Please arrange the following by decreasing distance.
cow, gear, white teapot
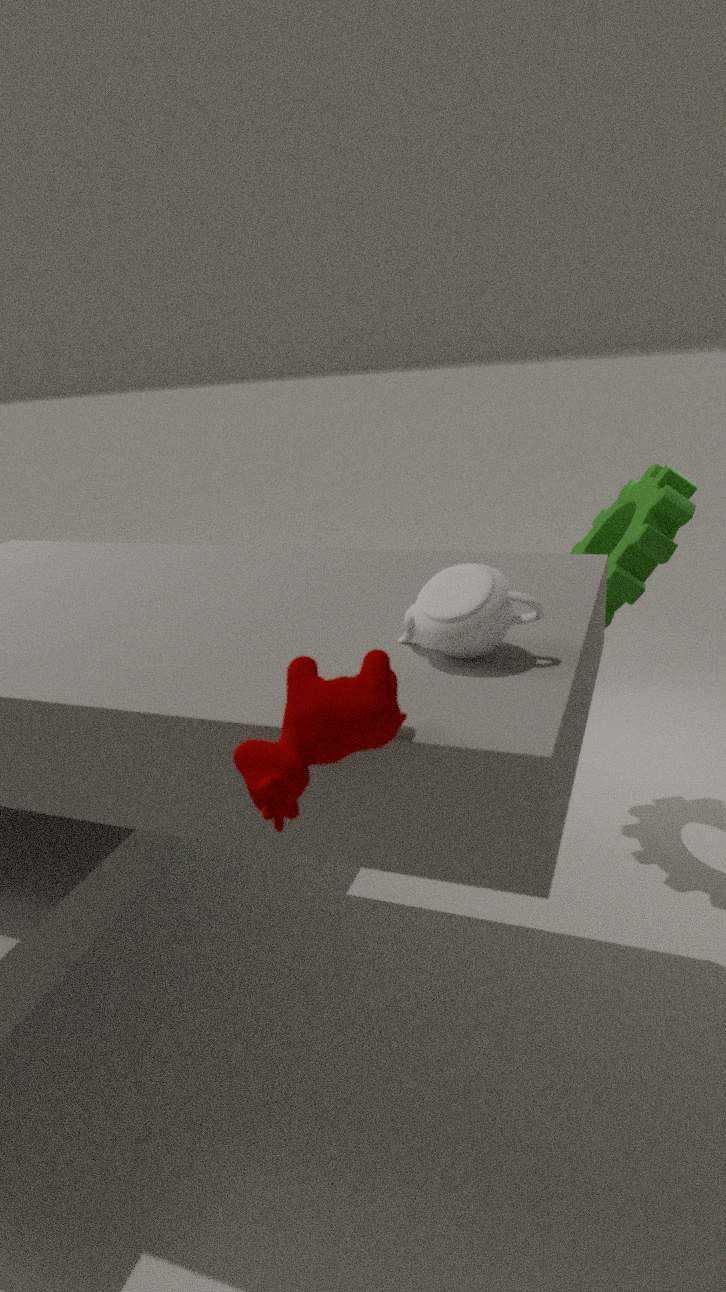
1. gear
2. white teapot
3. cow
